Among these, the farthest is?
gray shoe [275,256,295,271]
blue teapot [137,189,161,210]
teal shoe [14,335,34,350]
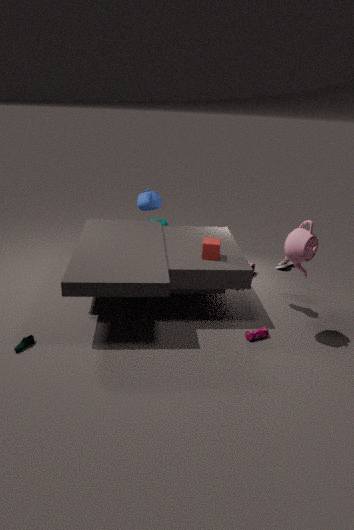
blue teapot [137,189,161,210]
